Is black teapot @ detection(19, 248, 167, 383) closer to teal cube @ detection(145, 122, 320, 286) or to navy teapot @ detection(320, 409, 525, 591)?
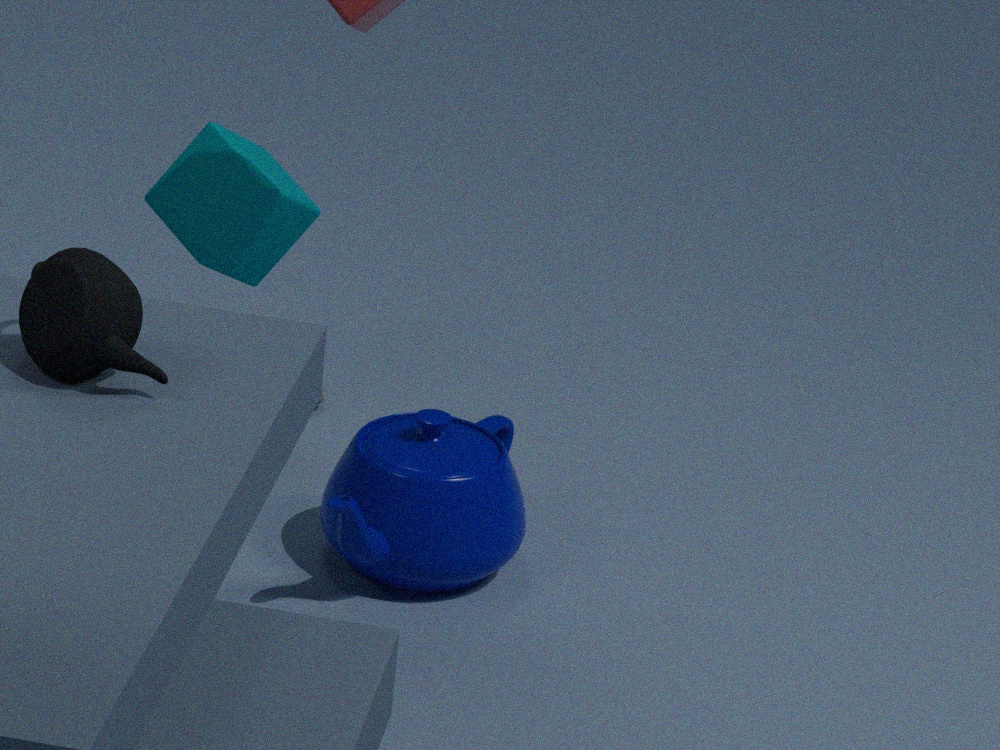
Answer: navy teapot @ detection(320, 409, 525, 591)
